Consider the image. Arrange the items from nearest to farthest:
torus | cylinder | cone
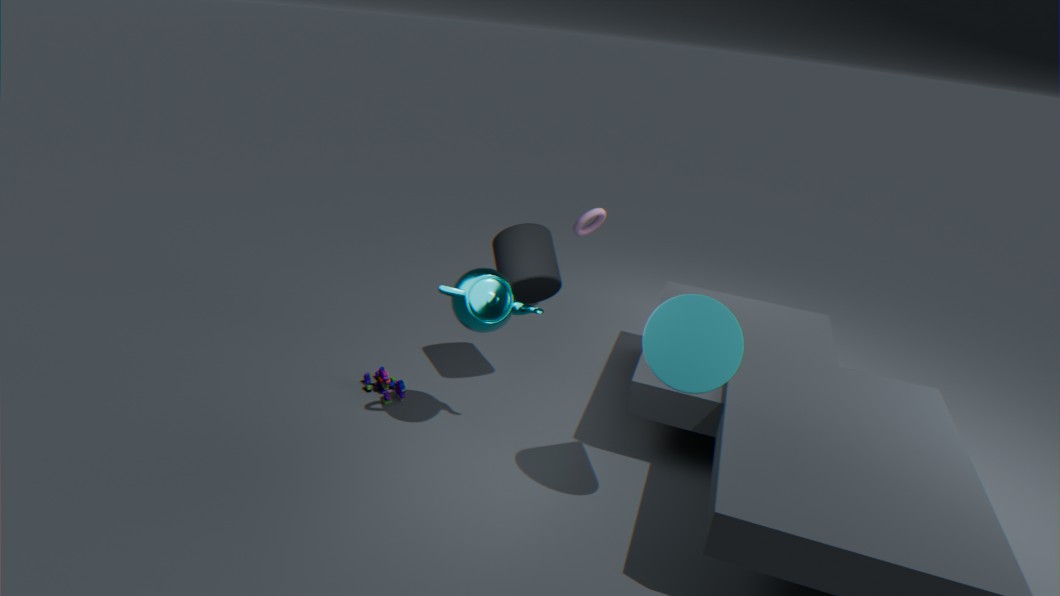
cone → cylinder → torus
